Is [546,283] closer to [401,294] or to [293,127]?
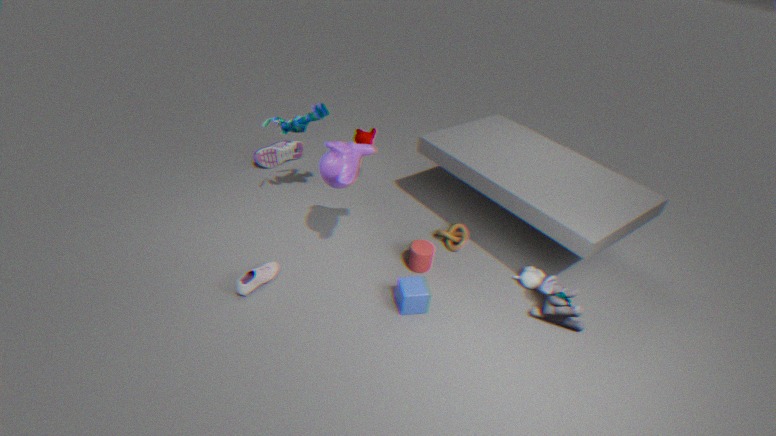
[401,294]
